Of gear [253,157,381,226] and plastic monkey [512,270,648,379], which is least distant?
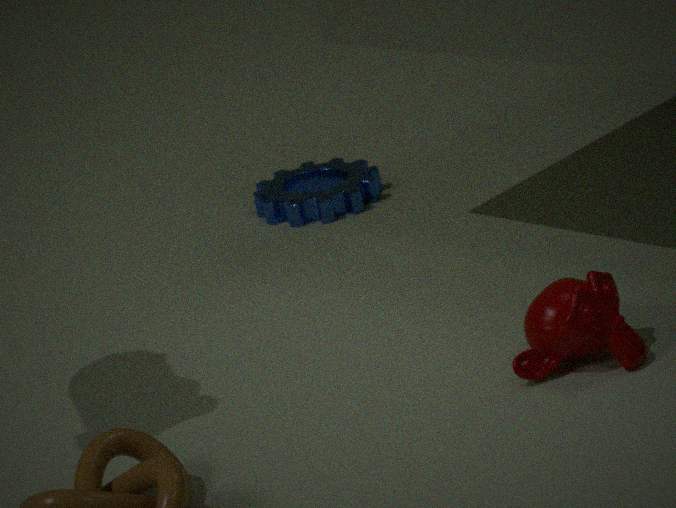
plastic monkey [512,270,648,379]
